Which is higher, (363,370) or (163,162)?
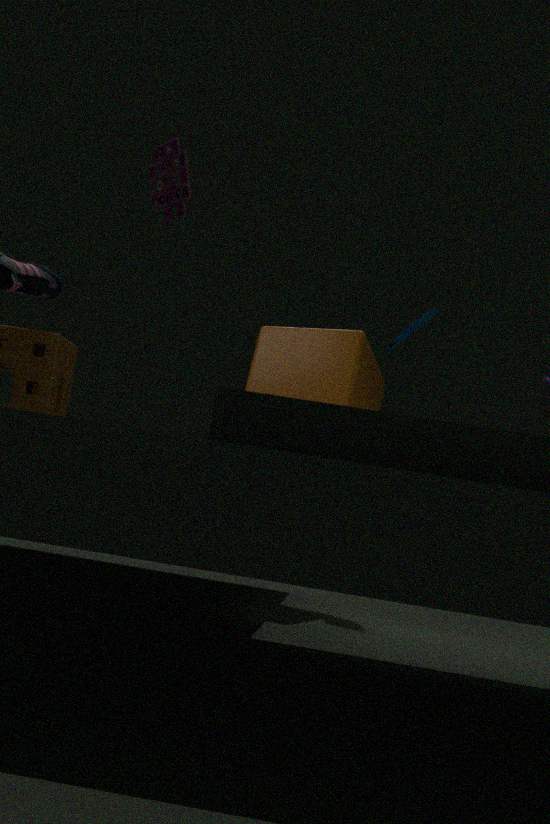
(163,162)
